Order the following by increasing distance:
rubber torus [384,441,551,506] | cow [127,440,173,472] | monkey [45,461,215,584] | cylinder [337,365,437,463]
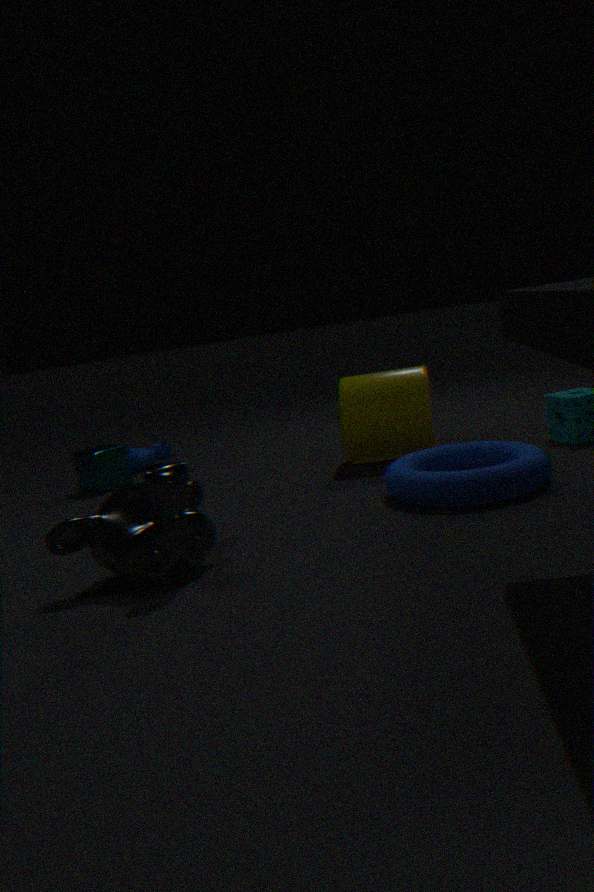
monkey [45,461,215,584] < rubber torus [384,441,551,506] < cylinder [337,365,437,463] < cow [127,440,173,472]
